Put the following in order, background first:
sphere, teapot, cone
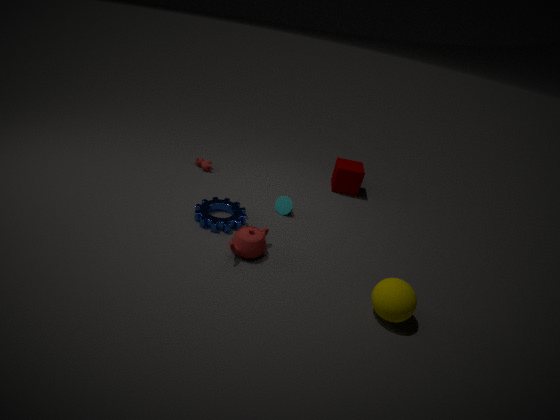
1. cone
2. teapot
3. sphere
